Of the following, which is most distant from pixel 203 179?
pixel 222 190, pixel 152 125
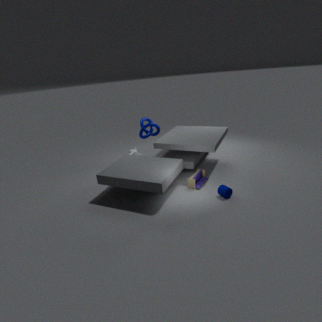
pixel 152 125
